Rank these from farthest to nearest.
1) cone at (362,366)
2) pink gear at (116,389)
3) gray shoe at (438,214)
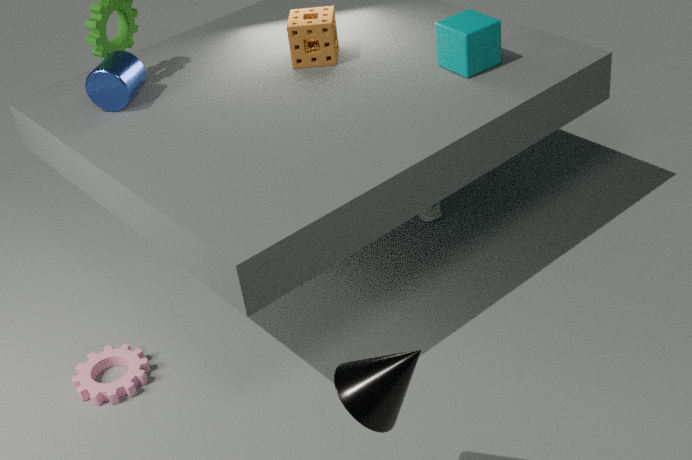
3. gray shoe at (438,214) → 2. pink gear at (116,389) → 1. cone at (362,366)
